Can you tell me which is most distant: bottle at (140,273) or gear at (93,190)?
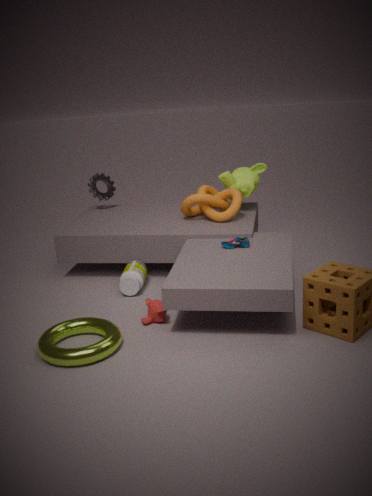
gear at (93,190)
